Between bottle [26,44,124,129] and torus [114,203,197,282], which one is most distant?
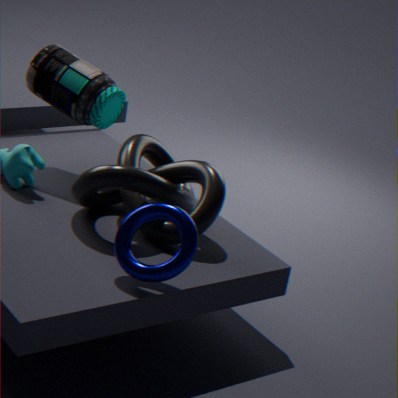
bottle [26,44,124,129]
